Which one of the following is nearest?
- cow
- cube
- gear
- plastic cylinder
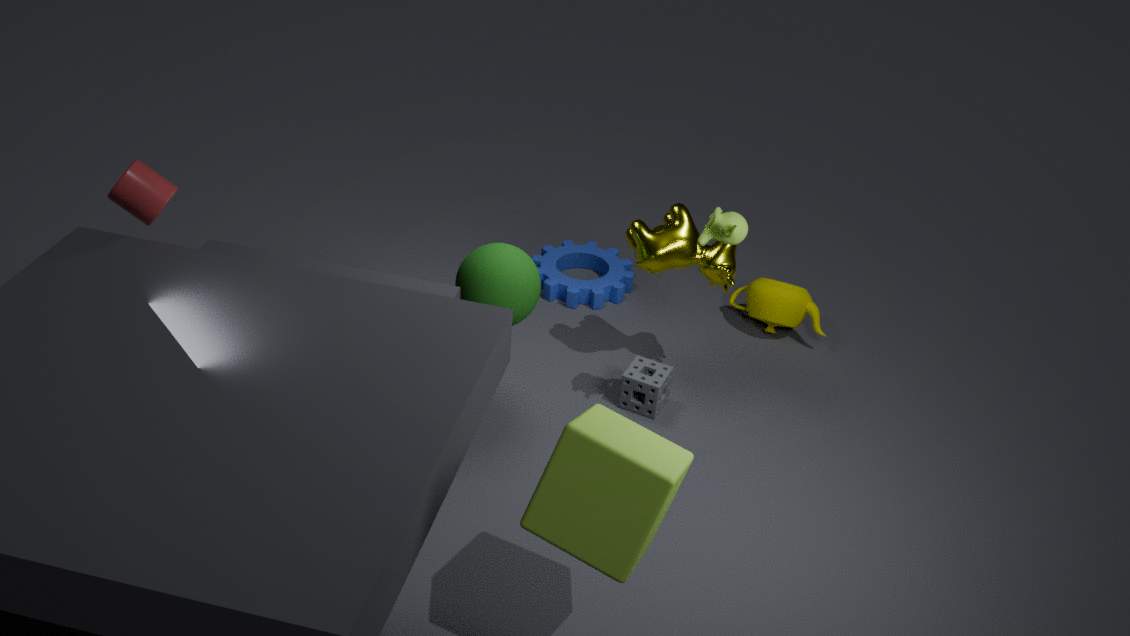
cube
